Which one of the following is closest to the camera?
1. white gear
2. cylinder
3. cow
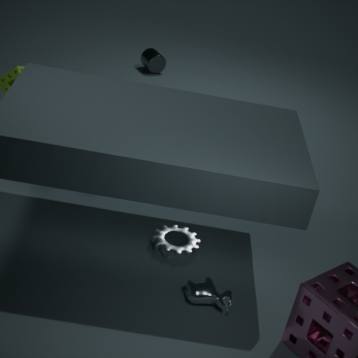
cow
